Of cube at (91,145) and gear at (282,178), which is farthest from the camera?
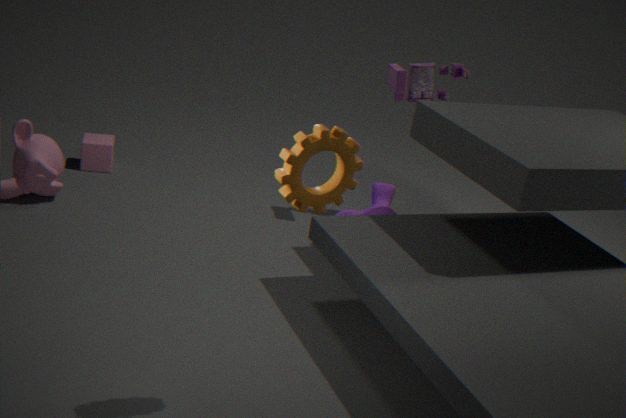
cube at (91,145)
